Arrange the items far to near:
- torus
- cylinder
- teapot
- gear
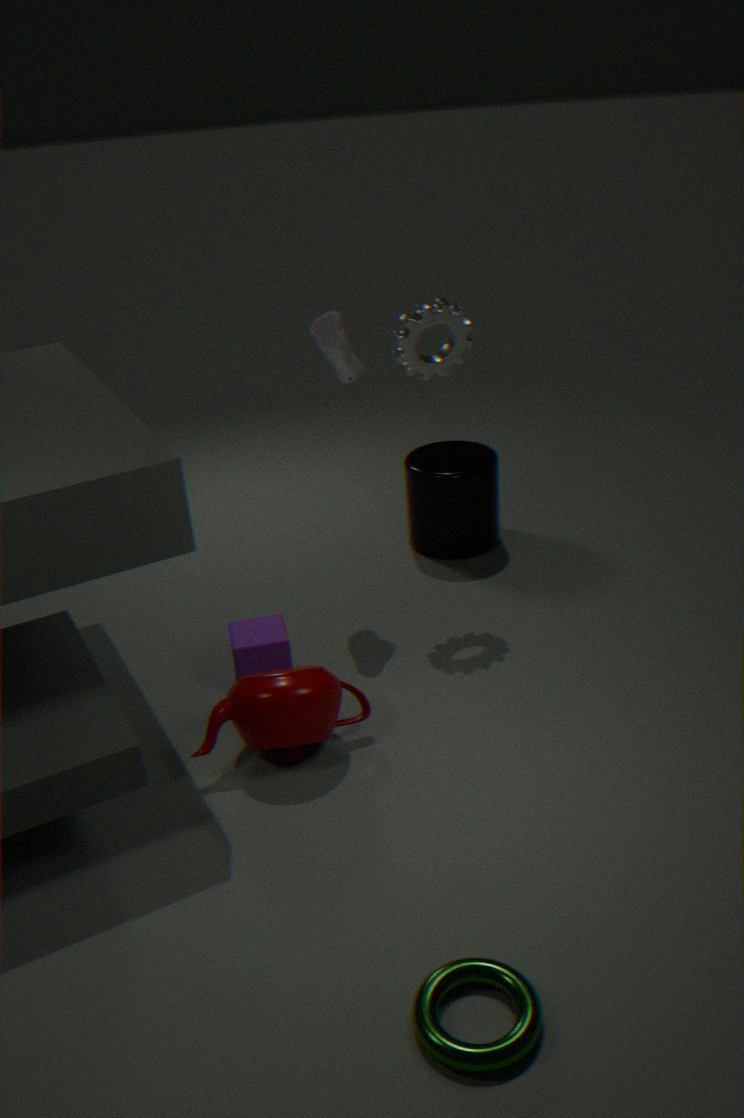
cylinder < gear < teapot < torus
